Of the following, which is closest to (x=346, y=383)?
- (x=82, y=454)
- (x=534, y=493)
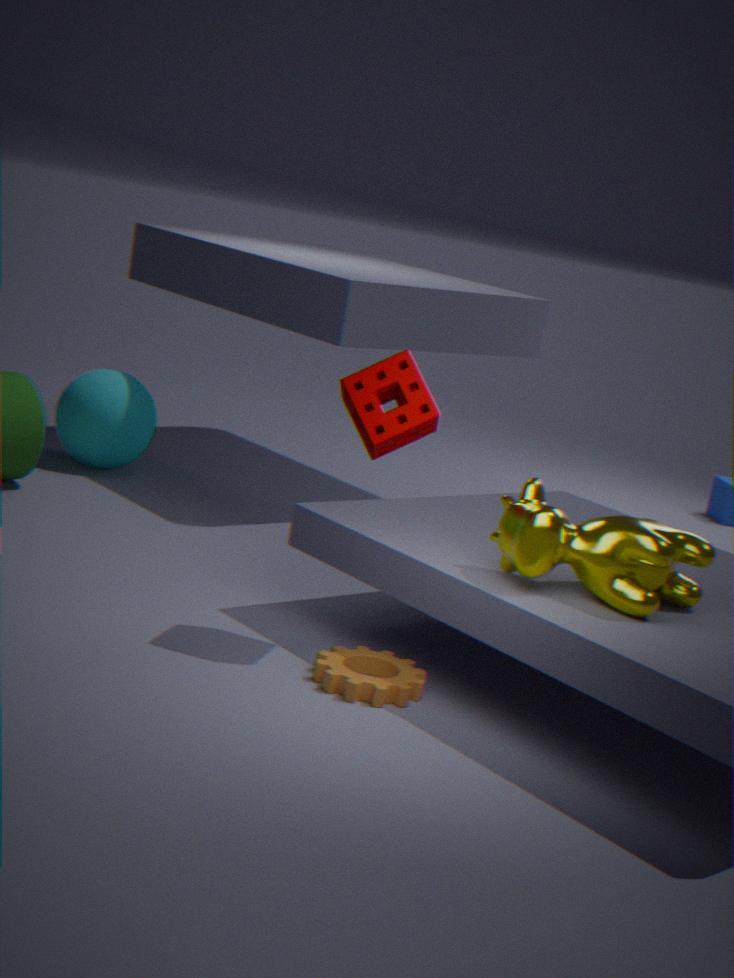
(x=534, y=493)
